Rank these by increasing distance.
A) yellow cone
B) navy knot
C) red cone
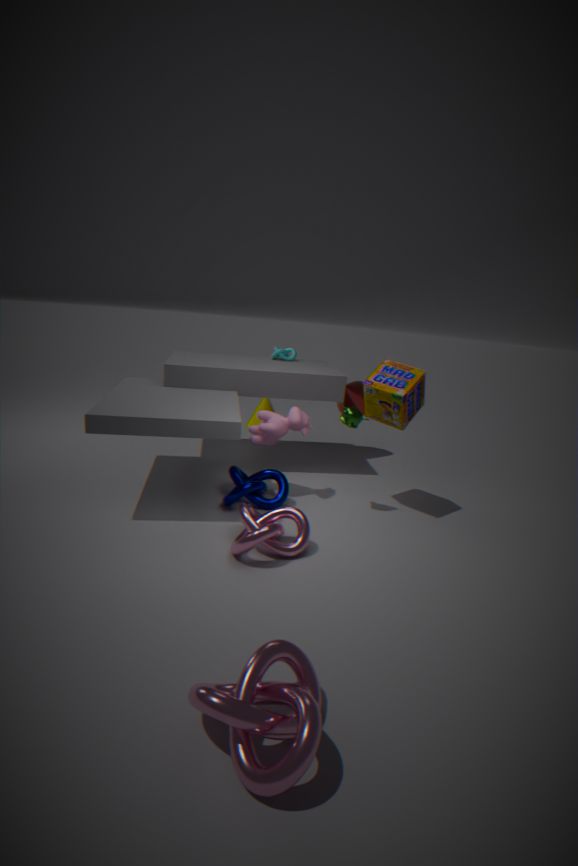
navy knot → red cone → yellow cone
